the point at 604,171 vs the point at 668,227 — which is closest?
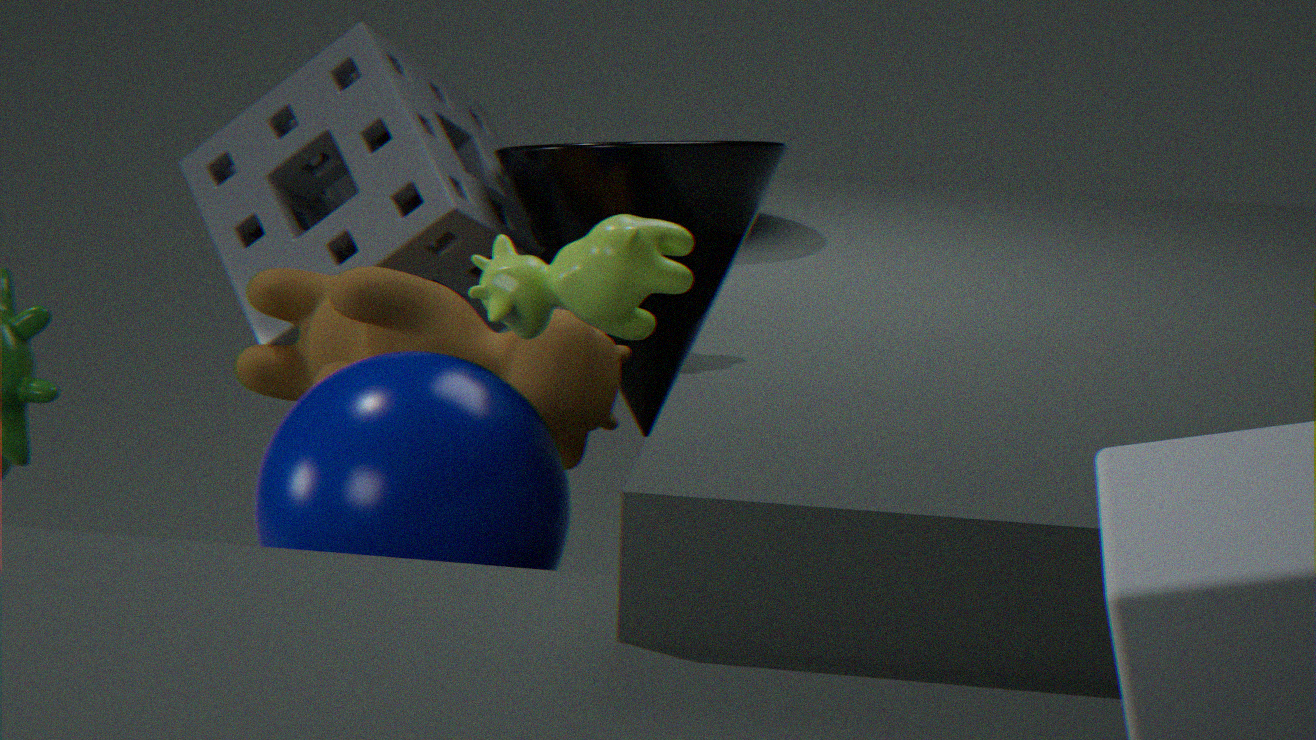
the point at 668,227
